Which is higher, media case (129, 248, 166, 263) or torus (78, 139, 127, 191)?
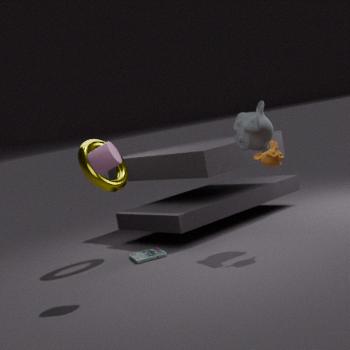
torus (78, 139, 127, 191)
